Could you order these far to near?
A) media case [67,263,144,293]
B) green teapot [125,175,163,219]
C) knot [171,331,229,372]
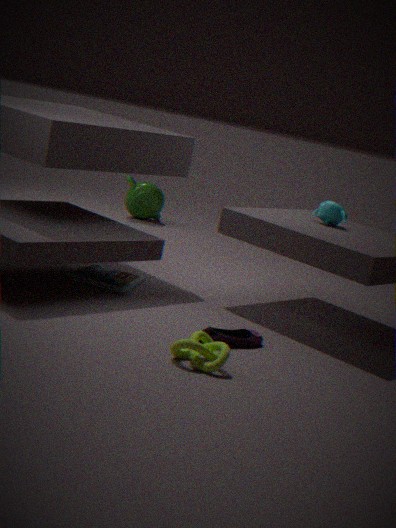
green teapot [125,175,163,219] → media case [67,263,144,293] → knot [171,331,229,372]
